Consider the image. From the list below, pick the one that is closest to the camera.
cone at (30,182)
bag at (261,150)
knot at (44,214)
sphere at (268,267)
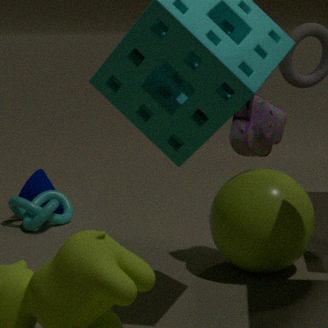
sphere at (268,267)
